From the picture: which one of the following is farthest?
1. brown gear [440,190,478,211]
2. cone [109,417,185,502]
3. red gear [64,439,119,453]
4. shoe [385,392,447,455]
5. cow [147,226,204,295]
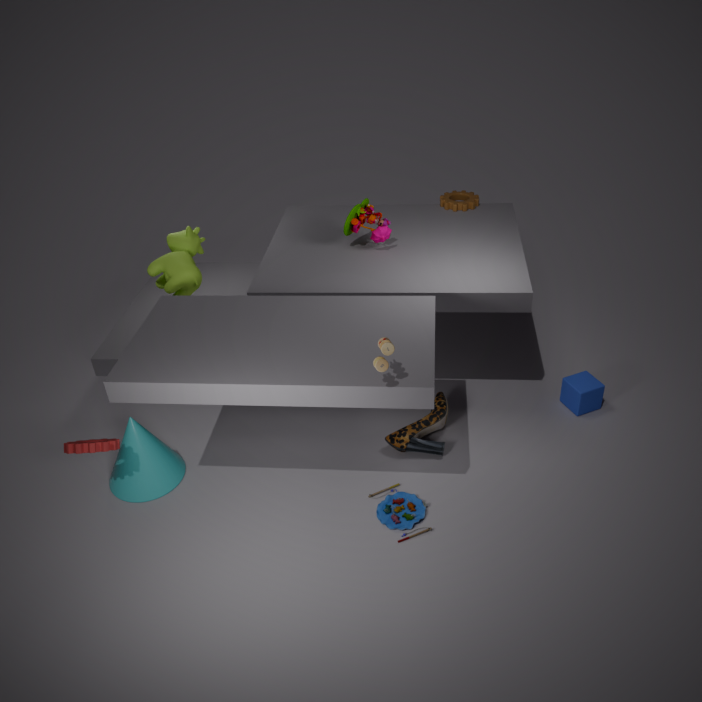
brown gear [440,190,478,211]
